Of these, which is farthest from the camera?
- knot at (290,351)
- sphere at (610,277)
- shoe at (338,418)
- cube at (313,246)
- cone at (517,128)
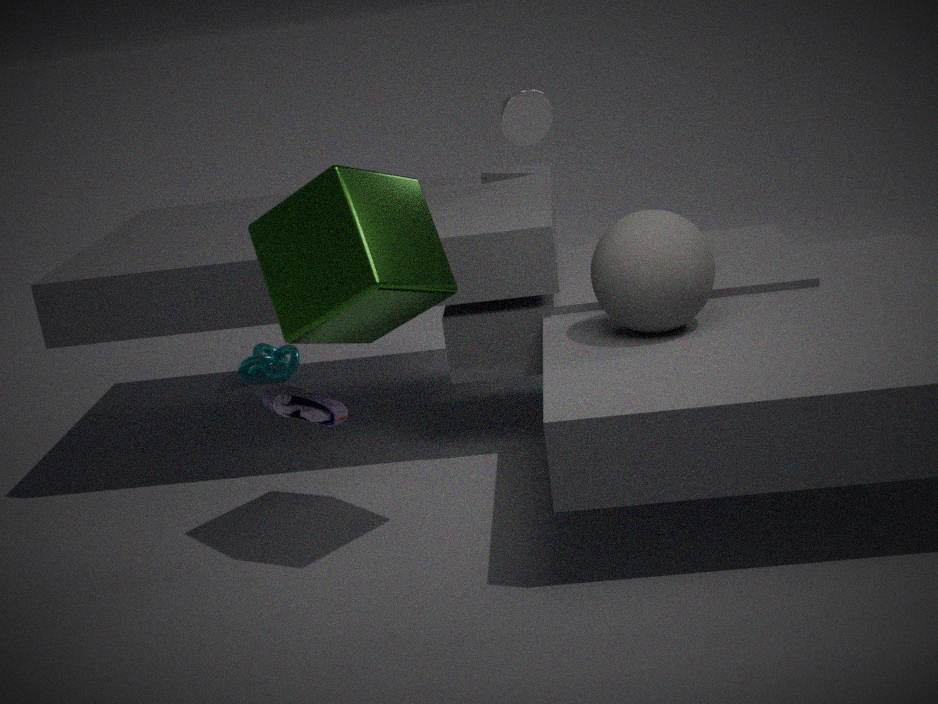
knot at (290,351)
